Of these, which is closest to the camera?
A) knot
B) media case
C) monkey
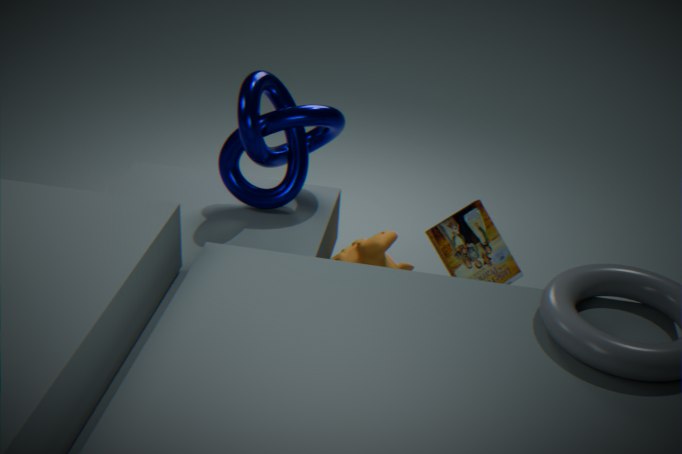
media case
